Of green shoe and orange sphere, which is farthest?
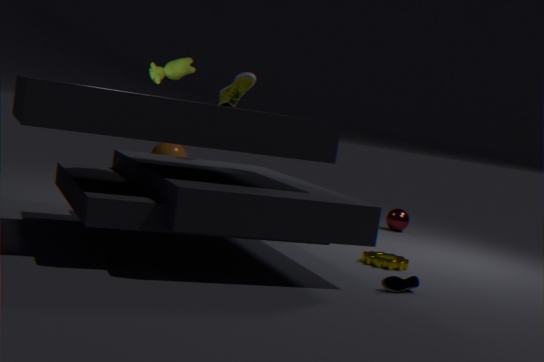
orange sphere
